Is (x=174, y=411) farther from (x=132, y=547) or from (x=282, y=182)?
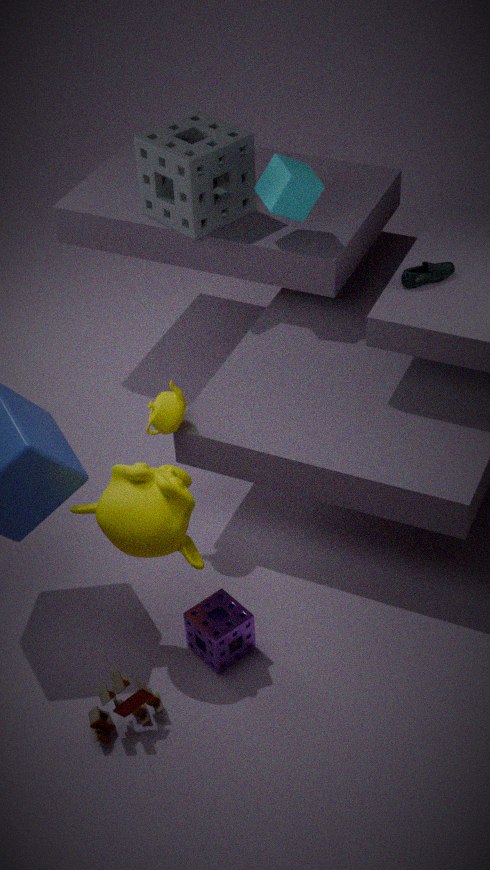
(x=282, y=182)
